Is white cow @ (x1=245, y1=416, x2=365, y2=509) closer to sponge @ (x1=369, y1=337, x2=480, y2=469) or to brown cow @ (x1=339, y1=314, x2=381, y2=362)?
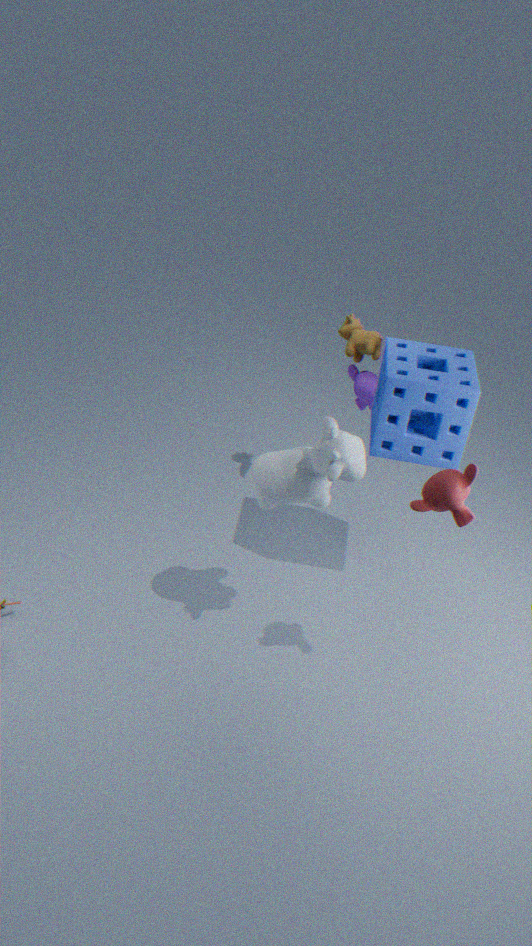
sponge @ (x1=369, y1=337, x2=480, y2=469)
